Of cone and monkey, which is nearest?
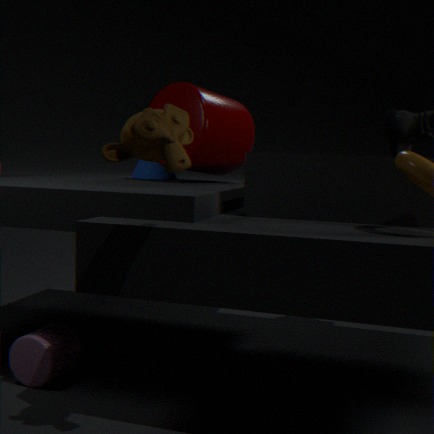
monkey
